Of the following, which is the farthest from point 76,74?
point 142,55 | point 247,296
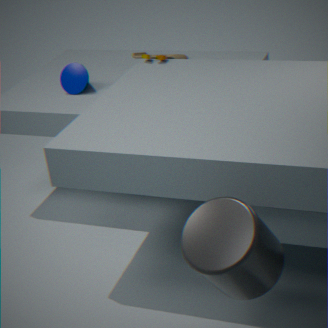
point 247,296
